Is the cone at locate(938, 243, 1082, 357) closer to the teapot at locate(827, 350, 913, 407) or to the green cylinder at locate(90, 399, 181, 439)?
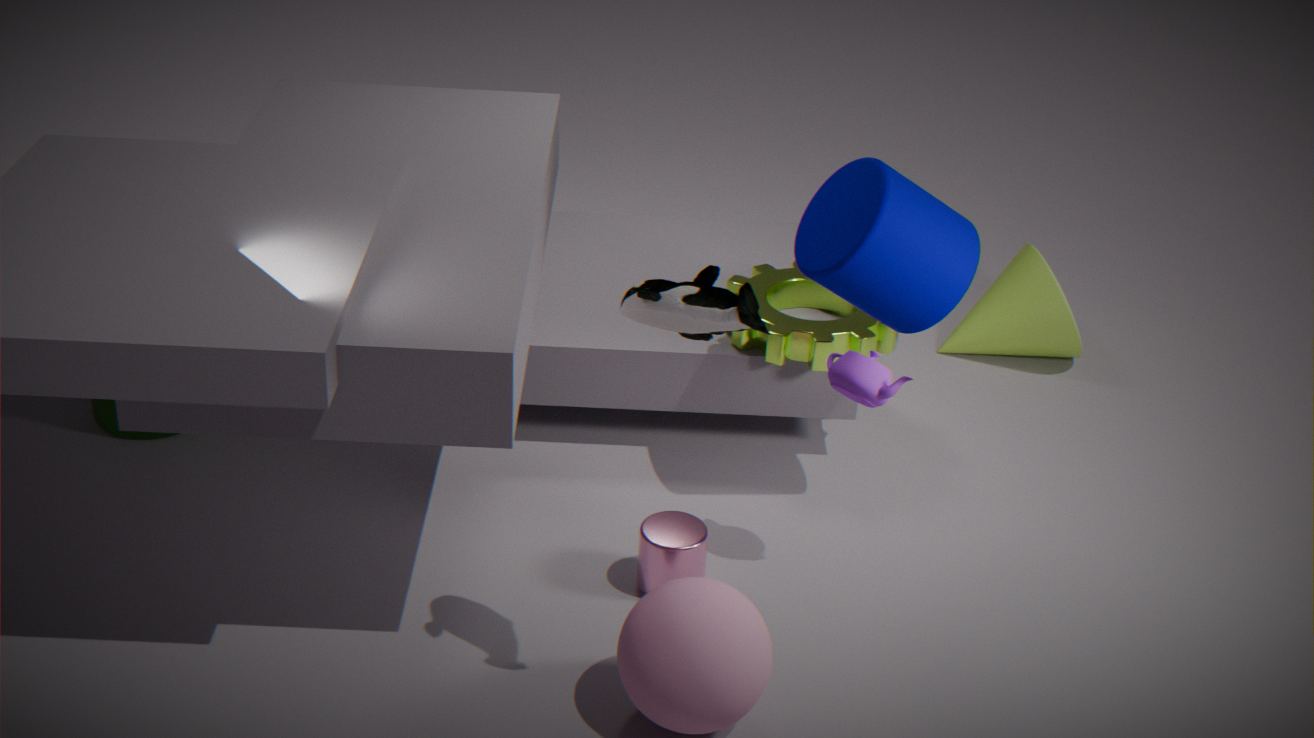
the teapot at locate(827, 350, 913, 407)
